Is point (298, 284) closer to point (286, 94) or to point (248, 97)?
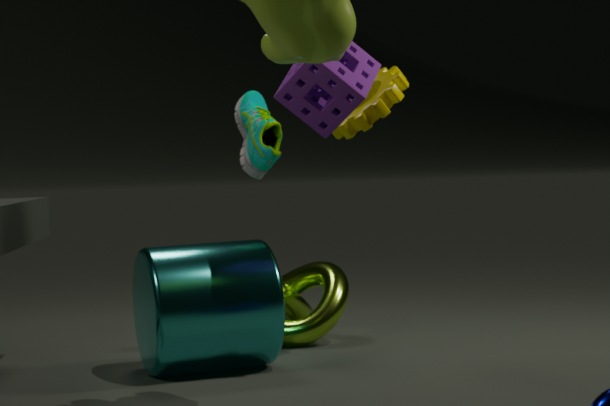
point (248, 97)
